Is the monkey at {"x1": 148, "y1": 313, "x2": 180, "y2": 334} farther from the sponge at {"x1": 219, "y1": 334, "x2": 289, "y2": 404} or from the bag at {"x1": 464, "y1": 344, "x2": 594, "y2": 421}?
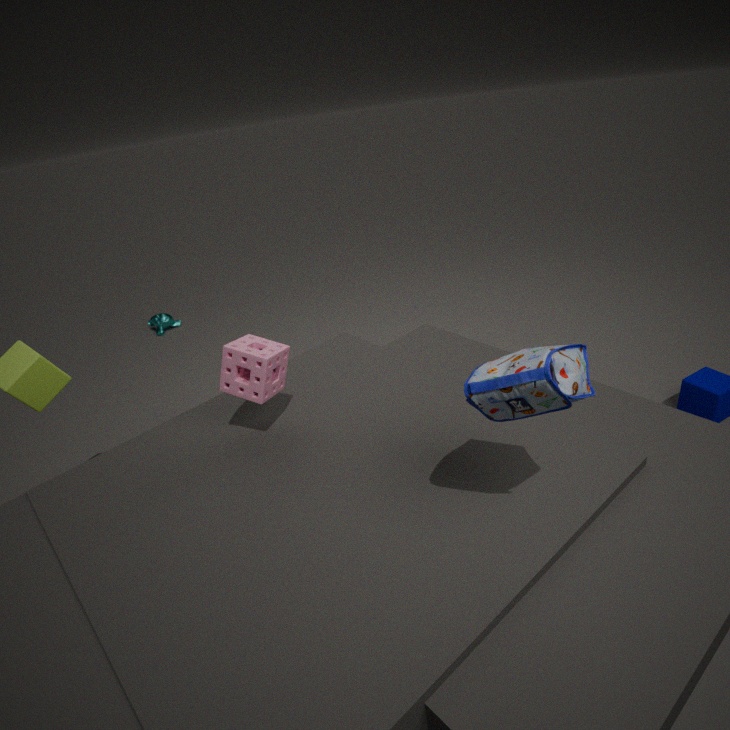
the bag at {"x1": 464, "y1": 344, "x2": 594, "y2": 421}
